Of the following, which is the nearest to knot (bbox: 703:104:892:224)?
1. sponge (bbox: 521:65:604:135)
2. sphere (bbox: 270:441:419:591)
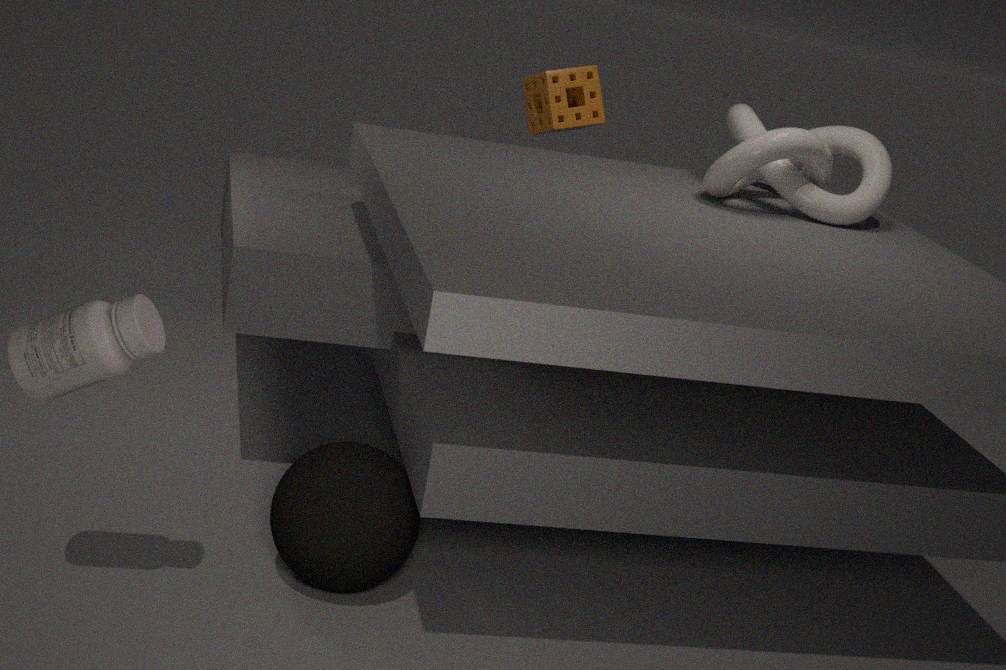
sponge (bbox: 521:65:604:135)
